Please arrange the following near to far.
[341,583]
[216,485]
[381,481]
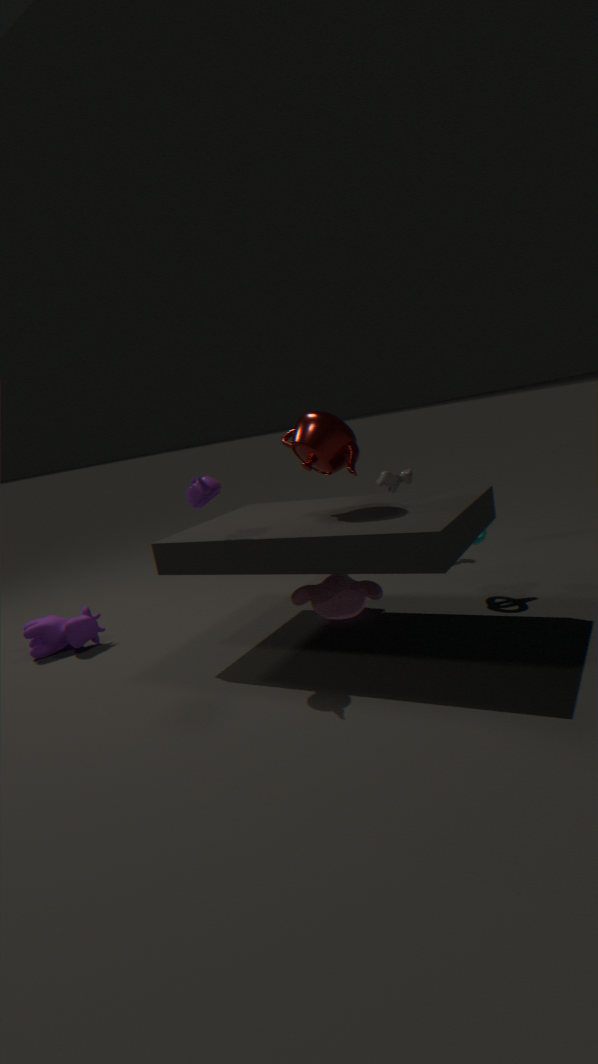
1. [216,485]
2. [341,583]
3. [381,481]
